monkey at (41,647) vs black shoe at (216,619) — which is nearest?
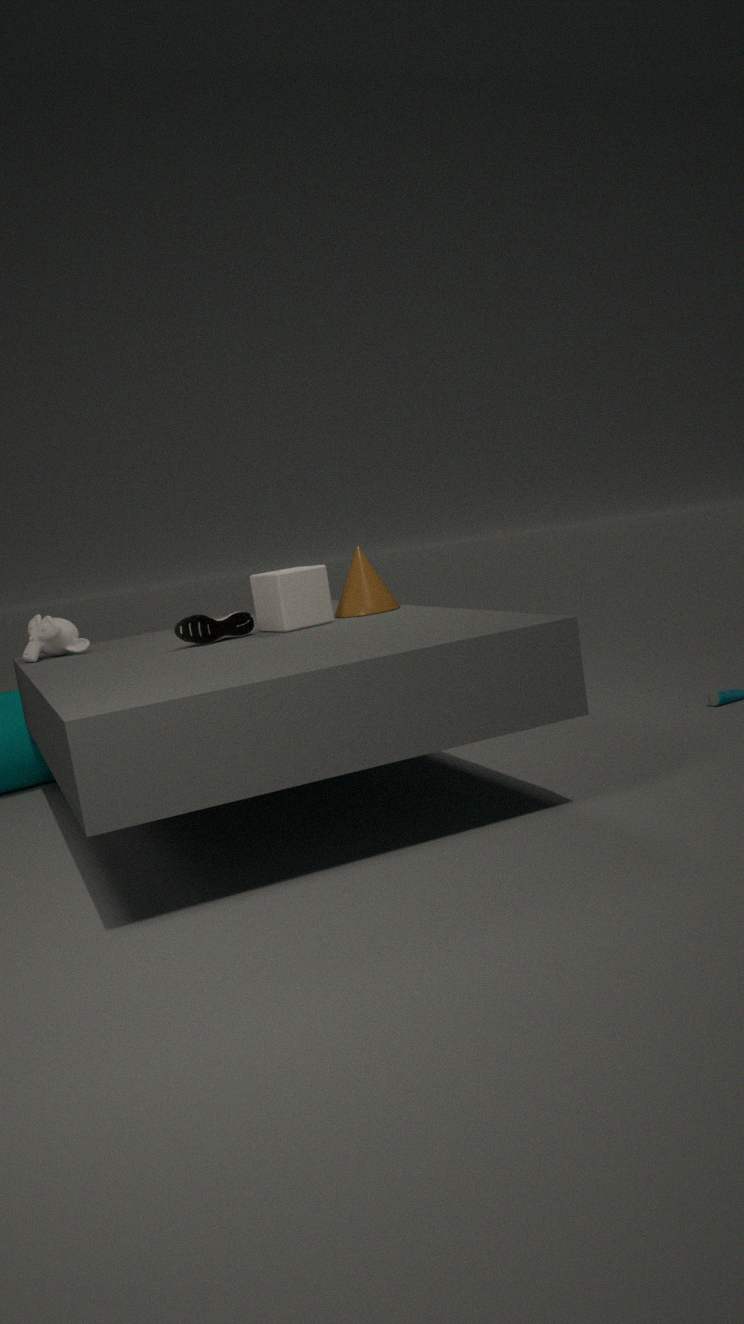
black shoe at (216,619)
